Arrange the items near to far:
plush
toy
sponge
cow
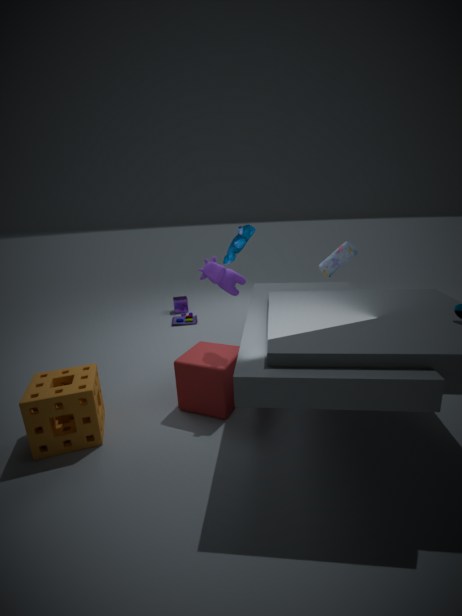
1. sponge
2. plush
3. cow
4. toy
